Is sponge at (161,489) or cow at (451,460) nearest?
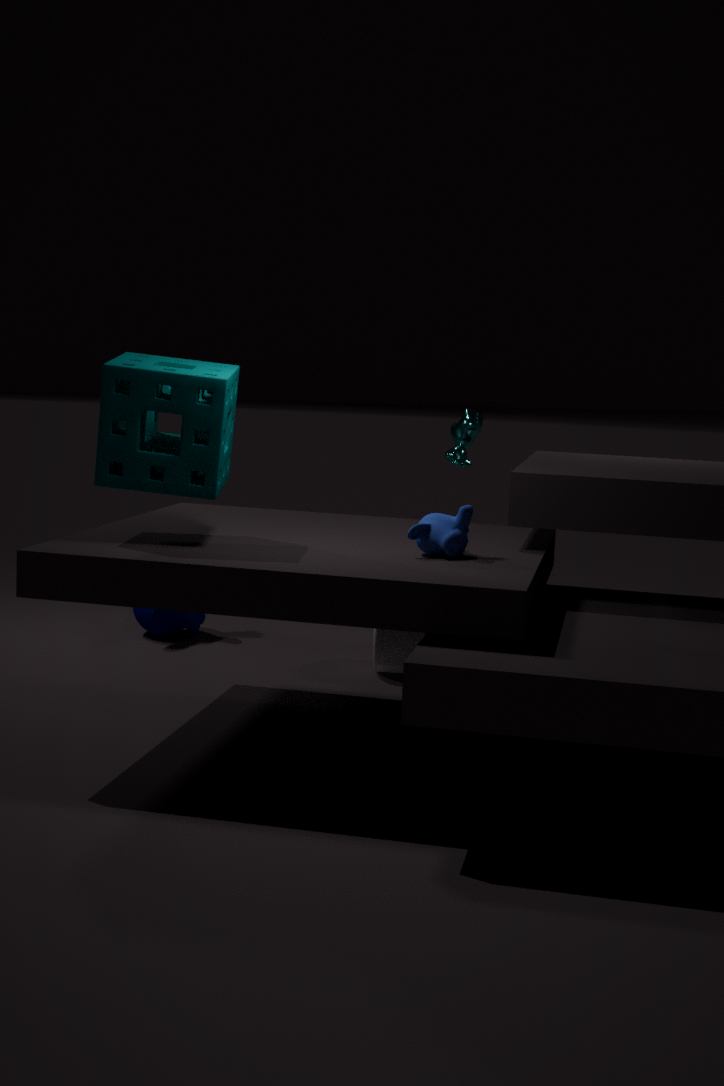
sponge at (161,489)
